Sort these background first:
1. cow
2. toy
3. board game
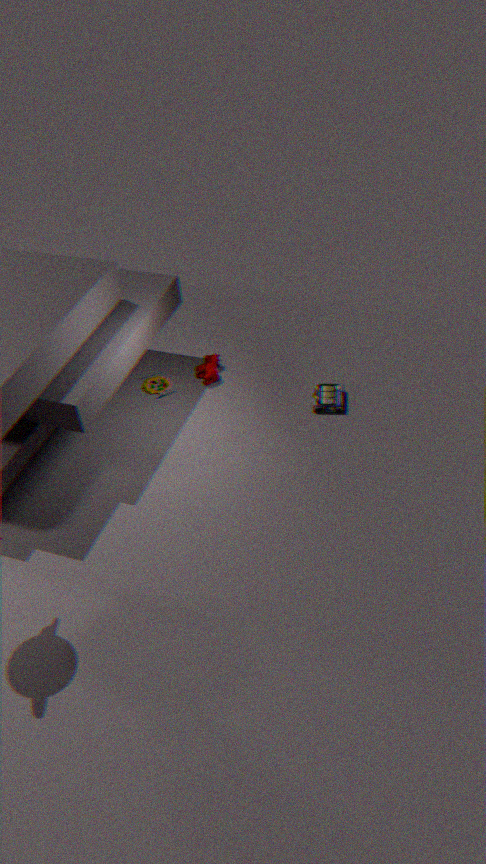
toy, cow, board game
